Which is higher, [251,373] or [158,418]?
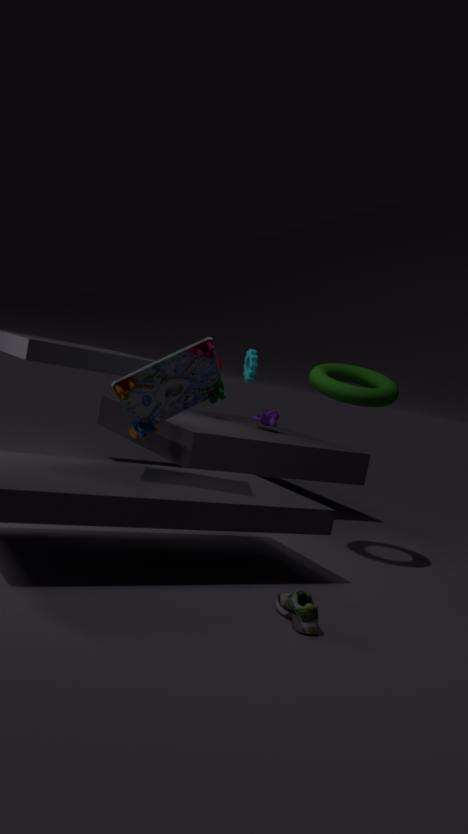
[251,373]
